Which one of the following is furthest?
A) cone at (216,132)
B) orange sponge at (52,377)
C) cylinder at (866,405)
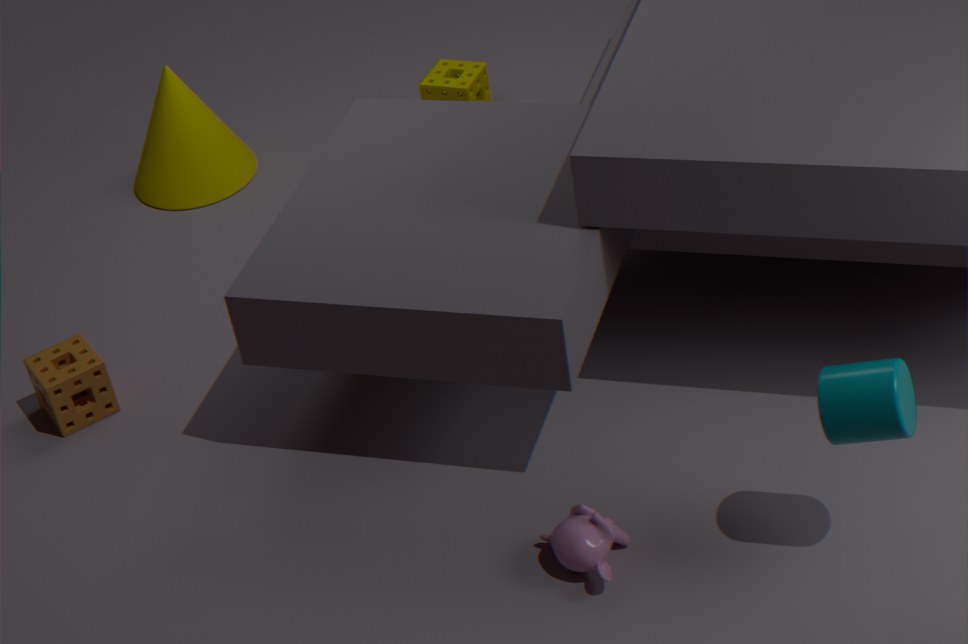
cone at (216,132)
